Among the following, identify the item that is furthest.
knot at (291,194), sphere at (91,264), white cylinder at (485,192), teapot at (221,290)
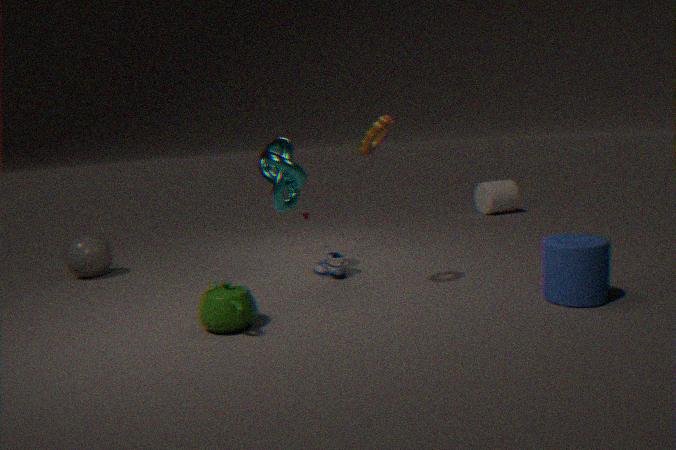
white cylinder at (485,192)
